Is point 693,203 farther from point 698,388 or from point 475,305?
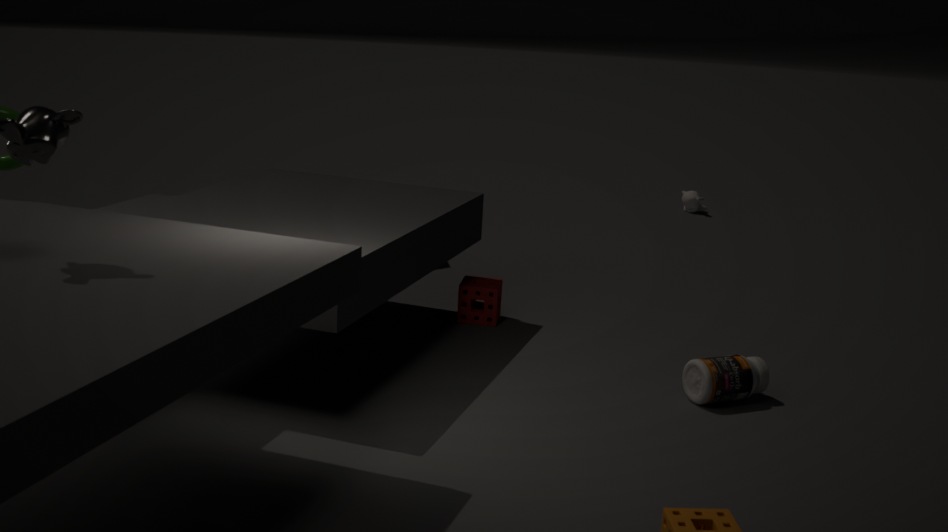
point 698,388
